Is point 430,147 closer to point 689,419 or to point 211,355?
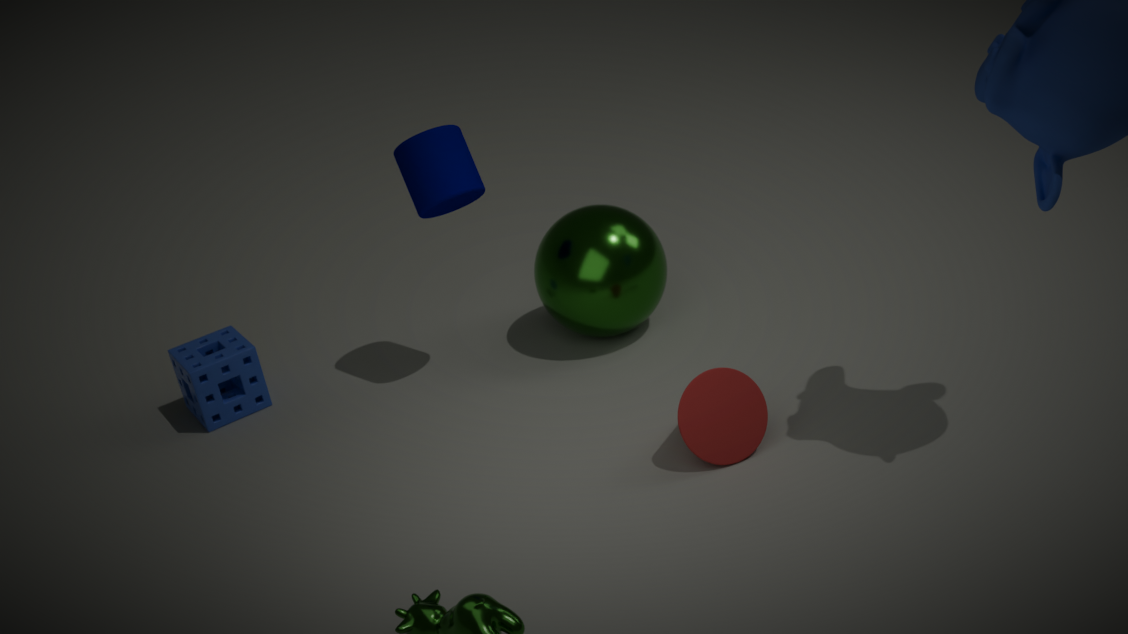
point 211,355
